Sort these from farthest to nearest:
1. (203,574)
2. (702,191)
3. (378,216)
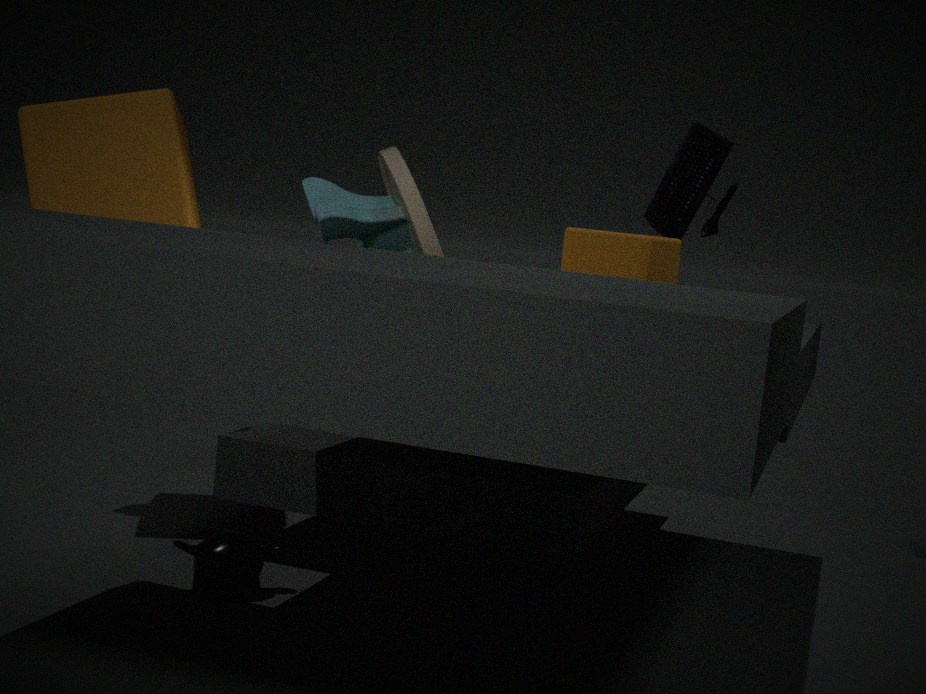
1. (702,191)
2. (203,574)
3. (378,216)
